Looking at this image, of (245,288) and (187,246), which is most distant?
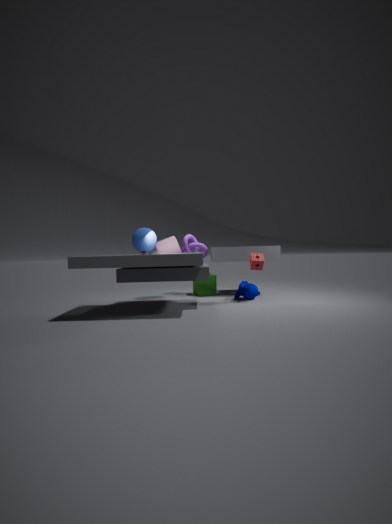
(187,246)
